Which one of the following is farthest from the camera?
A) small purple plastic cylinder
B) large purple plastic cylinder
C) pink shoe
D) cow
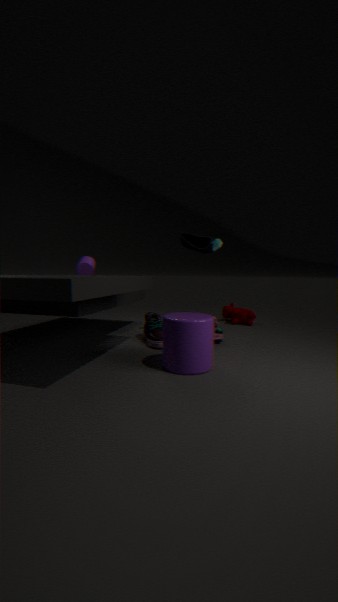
cow
